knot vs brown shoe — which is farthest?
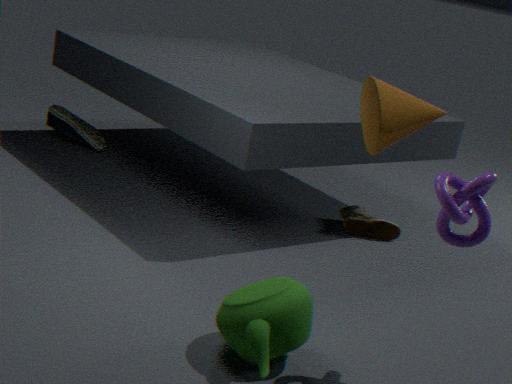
brown shoe
